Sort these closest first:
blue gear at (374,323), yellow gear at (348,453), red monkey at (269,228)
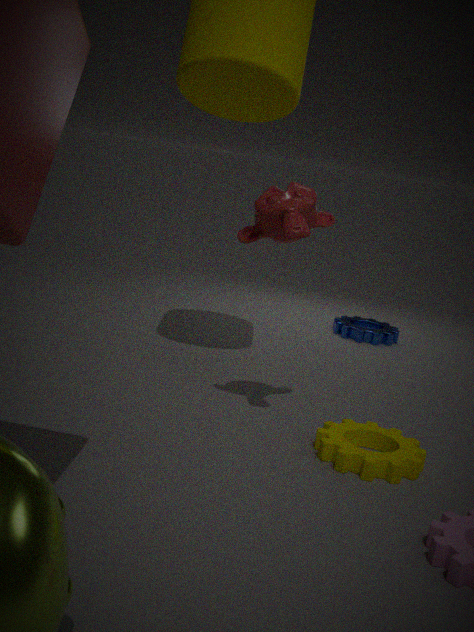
yellow gear at (348,453)
red monkey at (269,228)
blue gear at (374,323)
